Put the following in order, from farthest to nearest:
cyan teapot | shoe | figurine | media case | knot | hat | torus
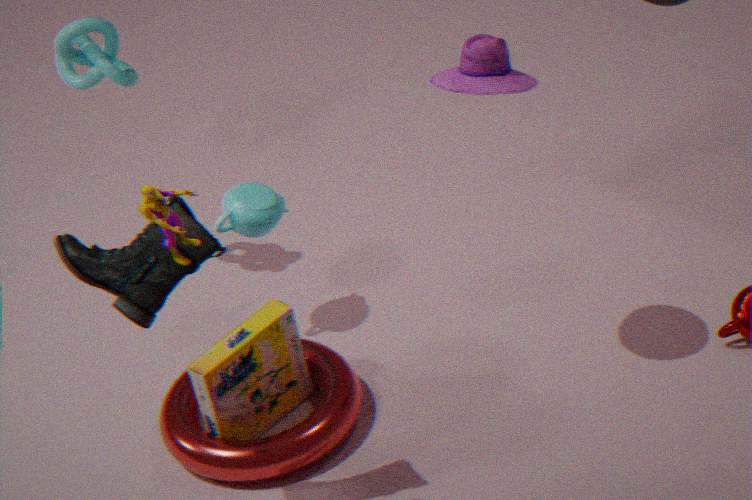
knot < cyan teapot < media case < torus < hat < shoe < figurine
